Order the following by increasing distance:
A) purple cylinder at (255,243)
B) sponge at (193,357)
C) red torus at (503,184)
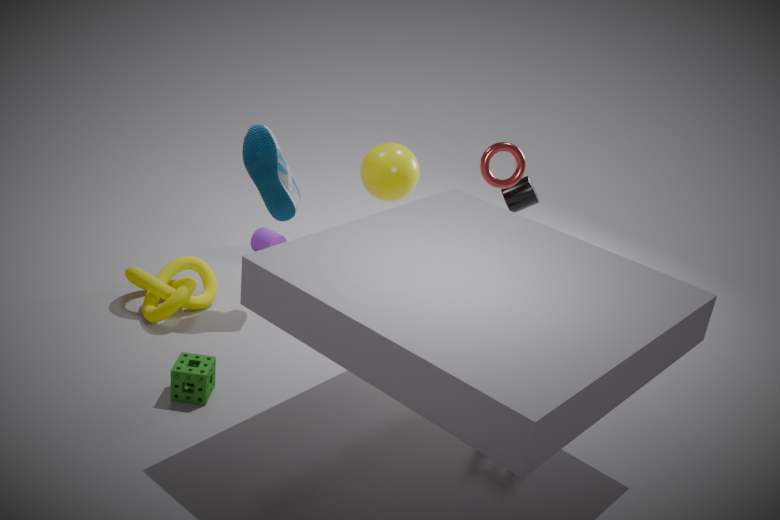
sponge at (193,357)
red torus at (503,184)
purple cylinder at (255,243)
